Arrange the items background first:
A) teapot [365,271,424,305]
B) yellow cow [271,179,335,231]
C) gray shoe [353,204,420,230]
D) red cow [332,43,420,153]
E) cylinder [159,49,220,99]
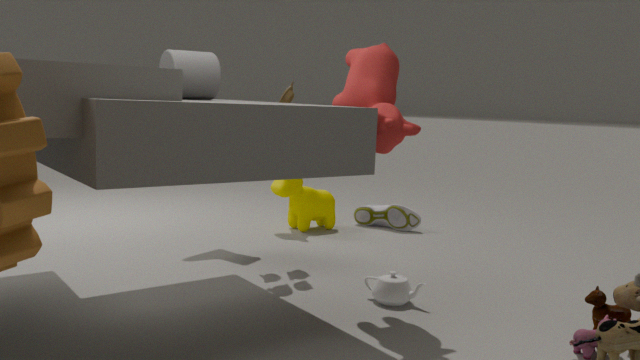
gray shoe [353,204,420,230] < yellow cow [271,179,335,231] < teapot [365,271,424,305] < red cow [332,43,420,153] < cylinder [159,49,220,99]
